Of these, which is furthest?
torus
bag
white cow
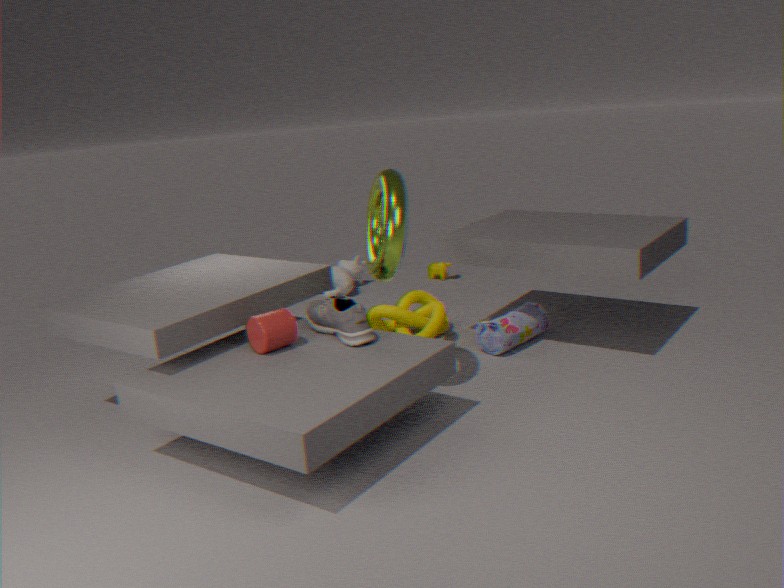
white cow
